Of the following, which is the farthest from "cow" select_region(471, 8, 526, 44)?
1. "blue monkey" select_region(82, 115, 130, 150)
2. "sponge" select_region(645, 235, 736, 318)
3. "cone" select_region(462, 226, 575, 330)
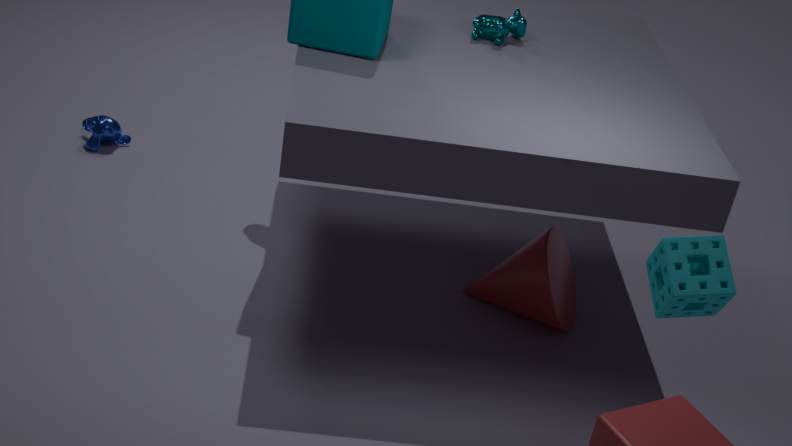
"blue monkey" select_region(82, 115, 130, 150)
